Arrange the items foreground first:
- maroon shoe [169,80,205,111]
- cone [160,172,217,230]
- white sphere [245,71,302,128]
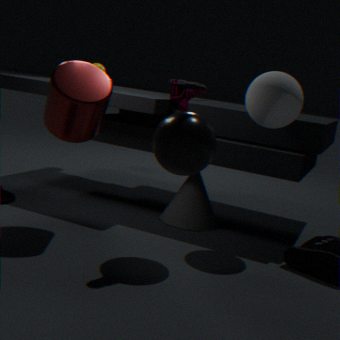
maroon shoe [169,80,205,111]
white sphere [245,71,302,128]
cone [160,172,217,230]
